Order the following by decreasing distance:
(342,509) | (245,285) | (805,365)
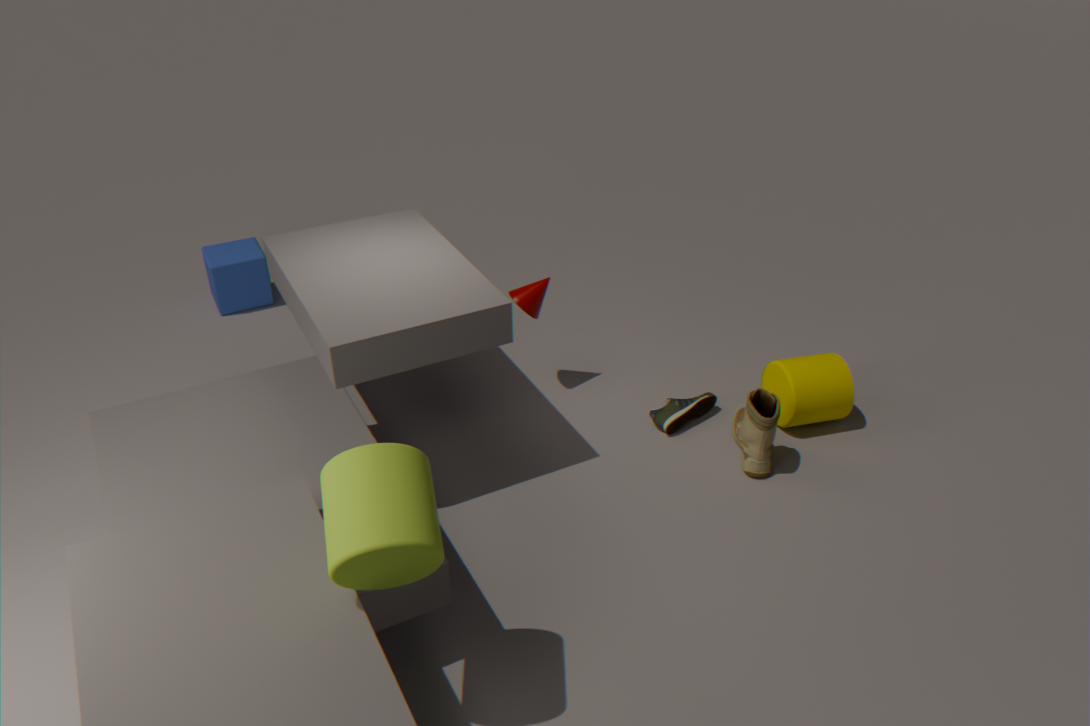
(245,285) < (805,365) < (342,509)
